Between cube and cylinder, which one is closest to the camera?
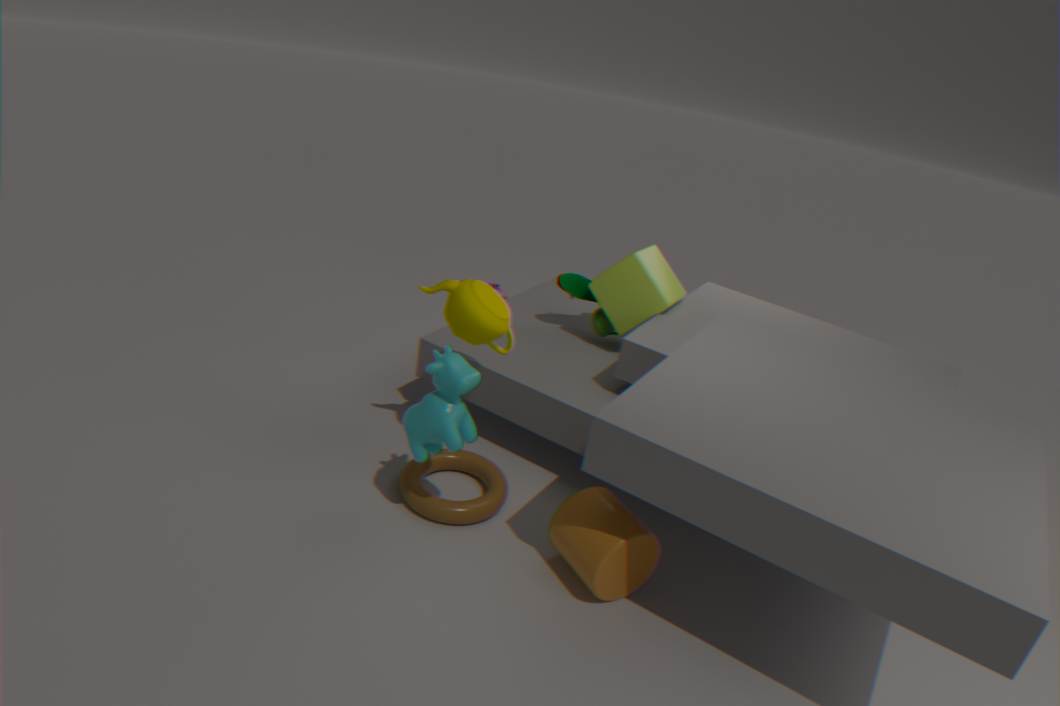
cylinder
